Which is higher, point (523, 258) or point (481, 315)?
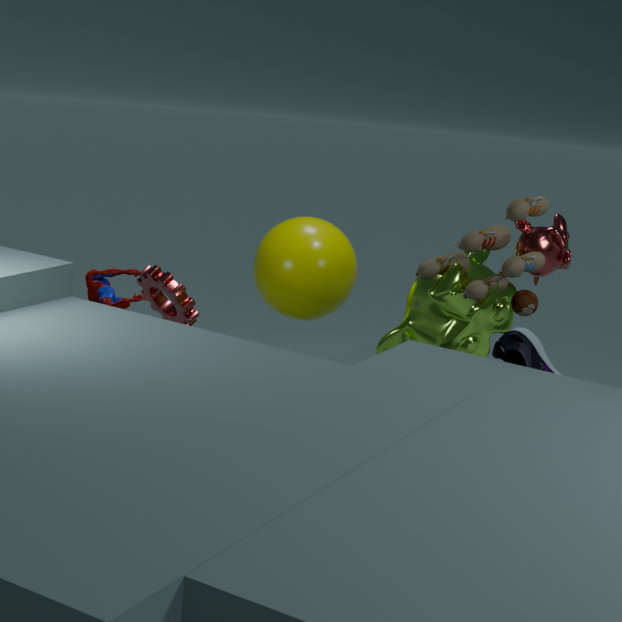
point (523, 258)
